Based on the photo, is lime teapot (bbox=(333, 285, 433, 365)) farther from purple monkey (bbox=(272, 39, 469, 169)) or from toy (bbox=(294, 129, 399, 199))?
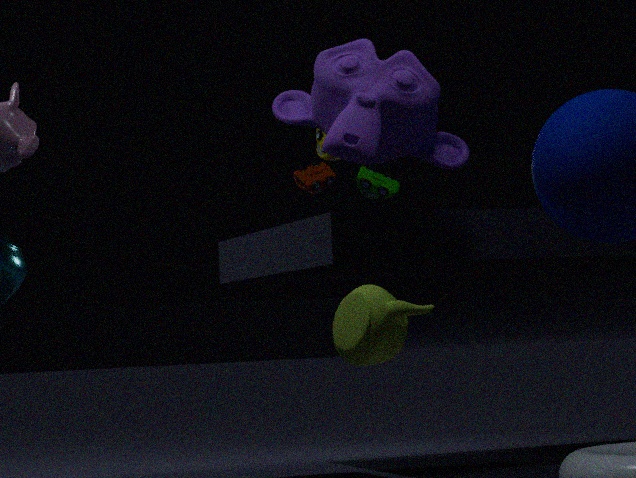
toy (bbox=(294, 129, 399, 199))
